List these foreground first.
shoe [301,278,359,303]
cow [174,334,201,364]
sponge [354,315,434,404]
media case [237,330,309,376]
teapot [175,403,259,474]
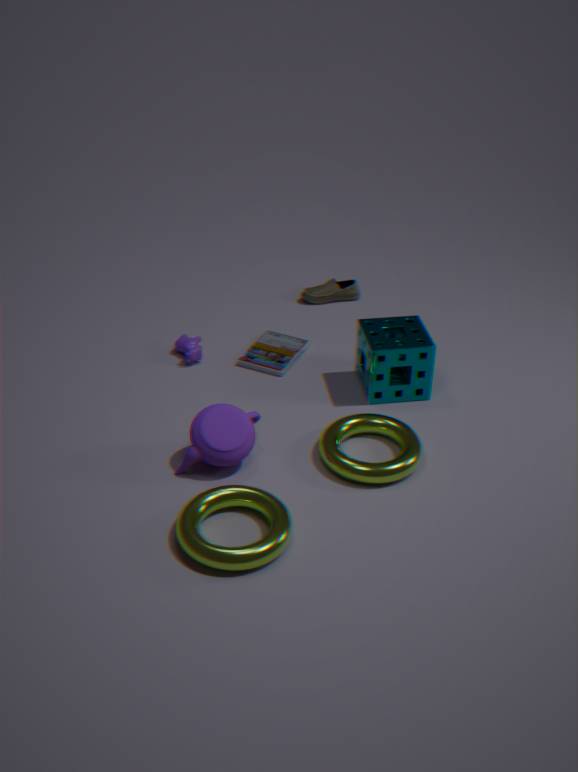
teapot [175,403,259,474], sponge [354,315,434,404], media case [237,330,309,376], cow [174,334,201,364], shoe [301,278,359,303]
